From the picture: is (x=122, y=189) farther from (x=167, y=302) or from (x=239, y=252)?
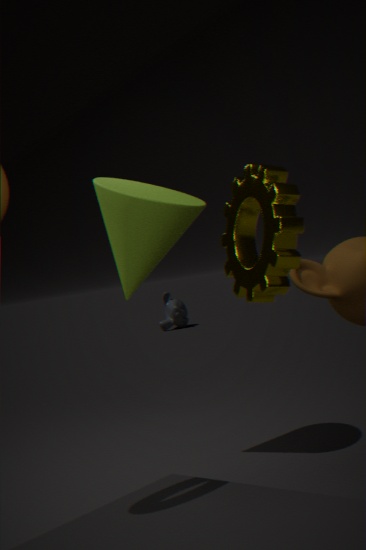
(x=167, y=302)
